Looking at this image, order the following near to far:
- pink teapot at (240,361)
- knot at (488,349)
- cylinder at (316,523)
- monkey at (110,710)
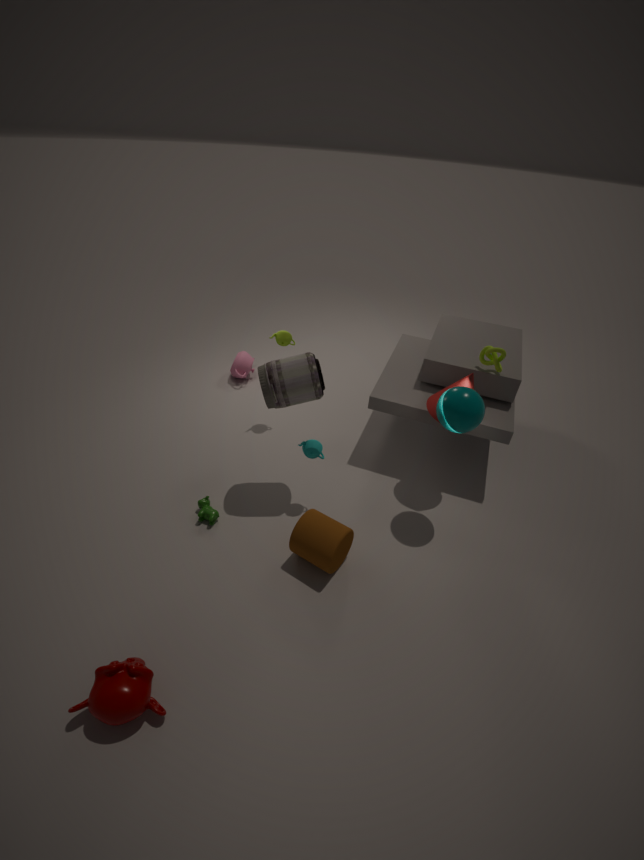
monkey at (110,710)
cylinder at (316,523)
knot at (488,349)
pink teapot at (240,361)
